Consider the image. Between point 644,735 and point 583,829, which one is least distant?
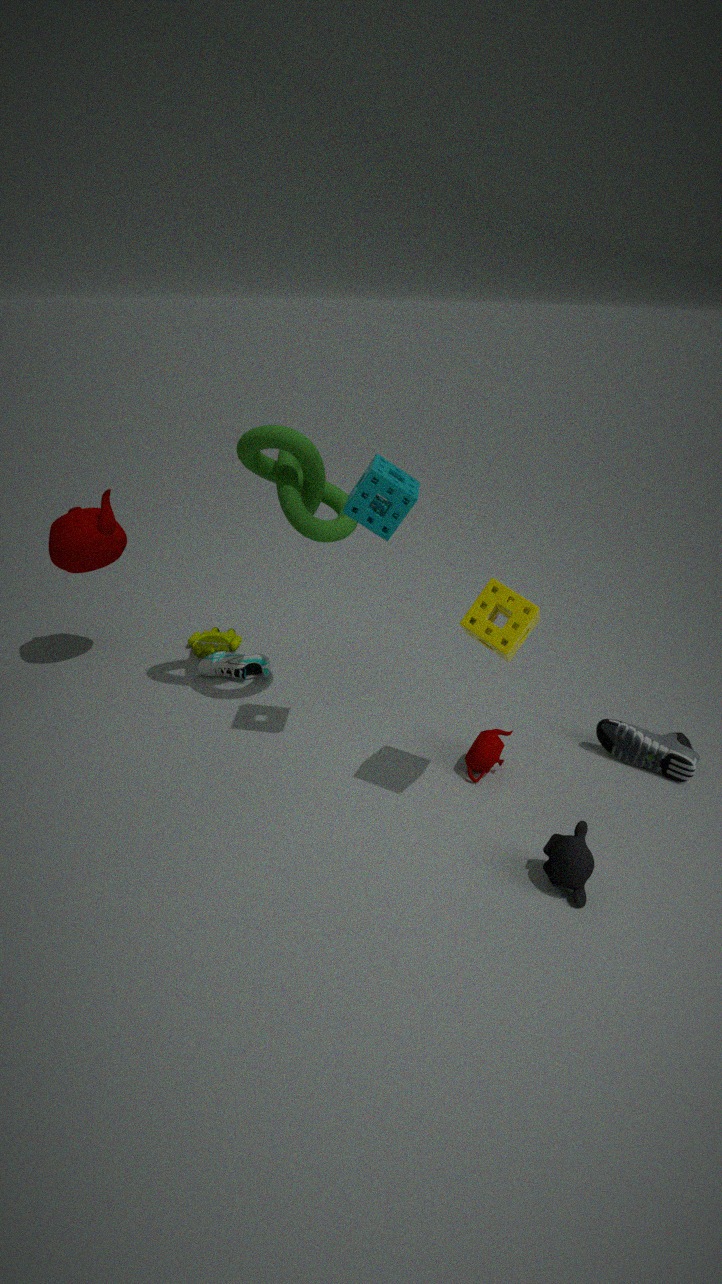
point 583,829
